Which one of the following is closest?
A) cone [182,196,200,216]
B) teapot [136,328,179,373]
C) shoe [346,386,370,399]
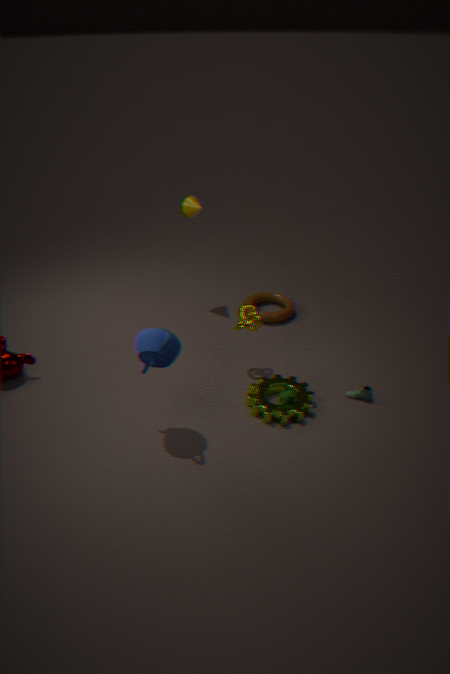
teapot [136,328,179,373]
